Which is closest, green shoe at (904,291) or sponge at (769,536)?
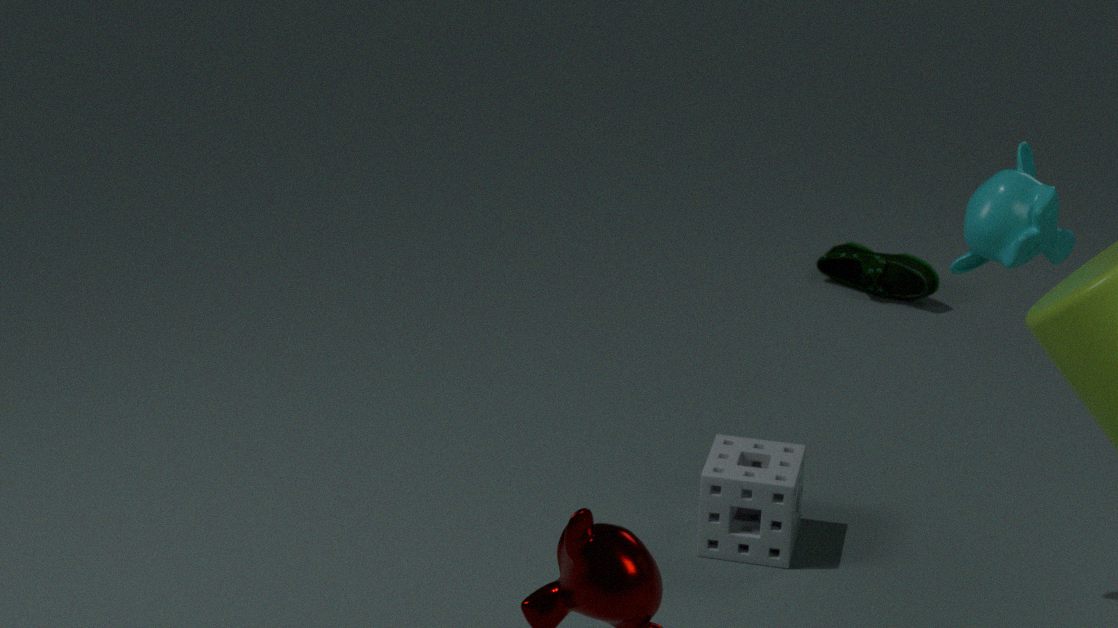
sponge at (769,536)
